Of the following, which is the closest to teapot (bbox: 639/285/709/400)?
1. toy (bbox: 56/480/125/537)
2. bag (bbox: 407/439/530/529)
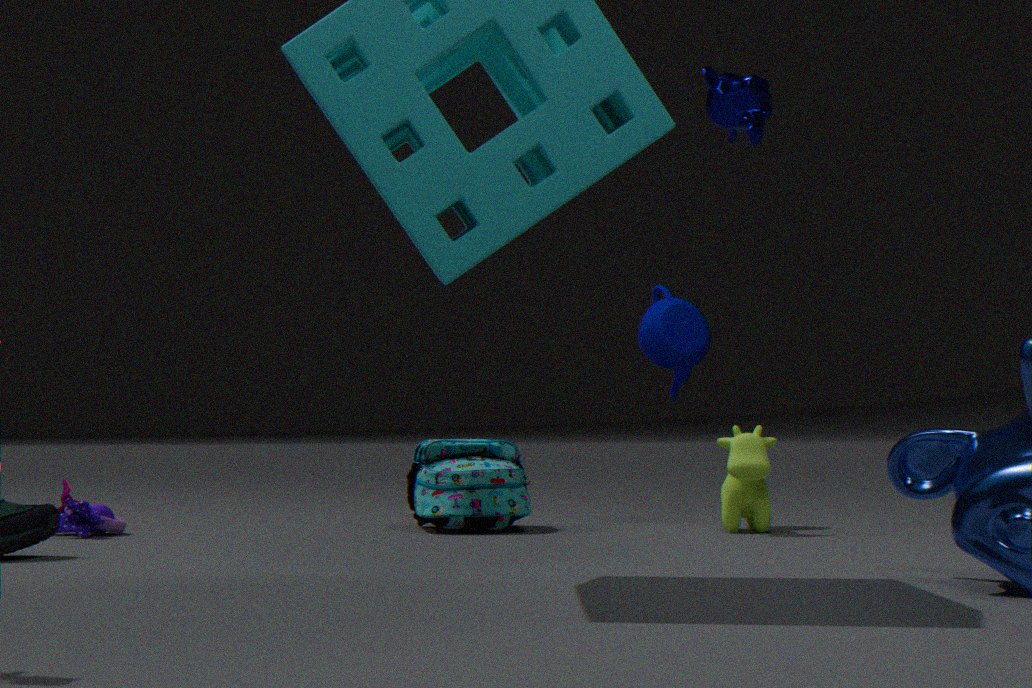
bag (bbox: 407/439/530/529)
